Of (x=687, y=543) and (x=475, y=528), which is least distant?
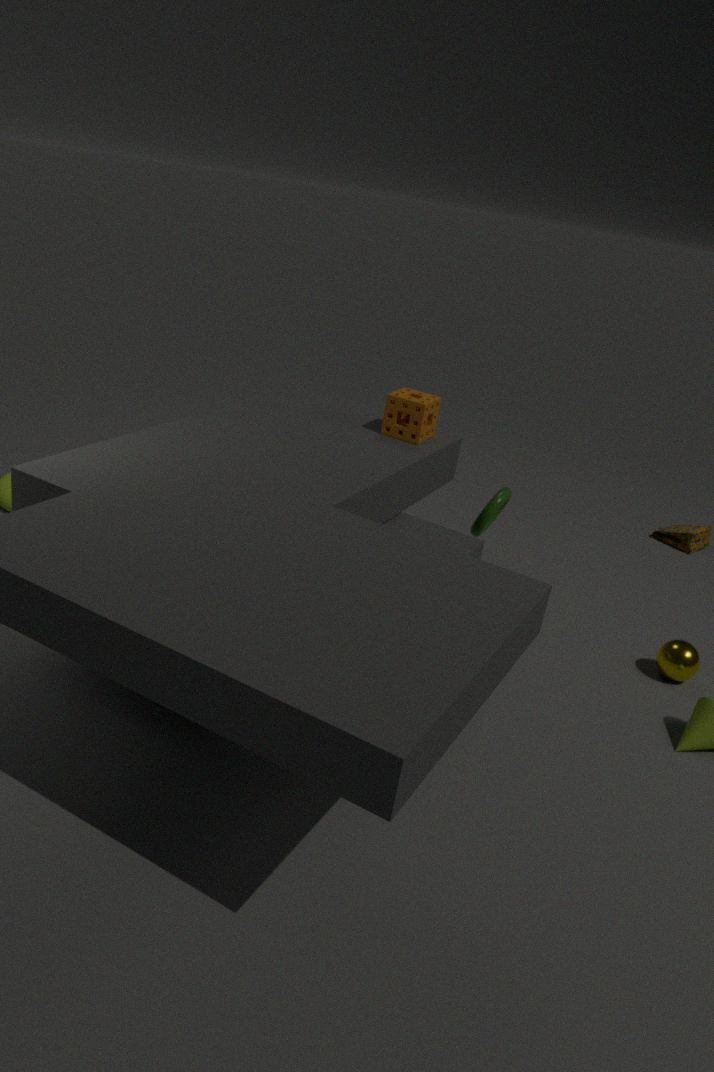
(x=475, y=528)
